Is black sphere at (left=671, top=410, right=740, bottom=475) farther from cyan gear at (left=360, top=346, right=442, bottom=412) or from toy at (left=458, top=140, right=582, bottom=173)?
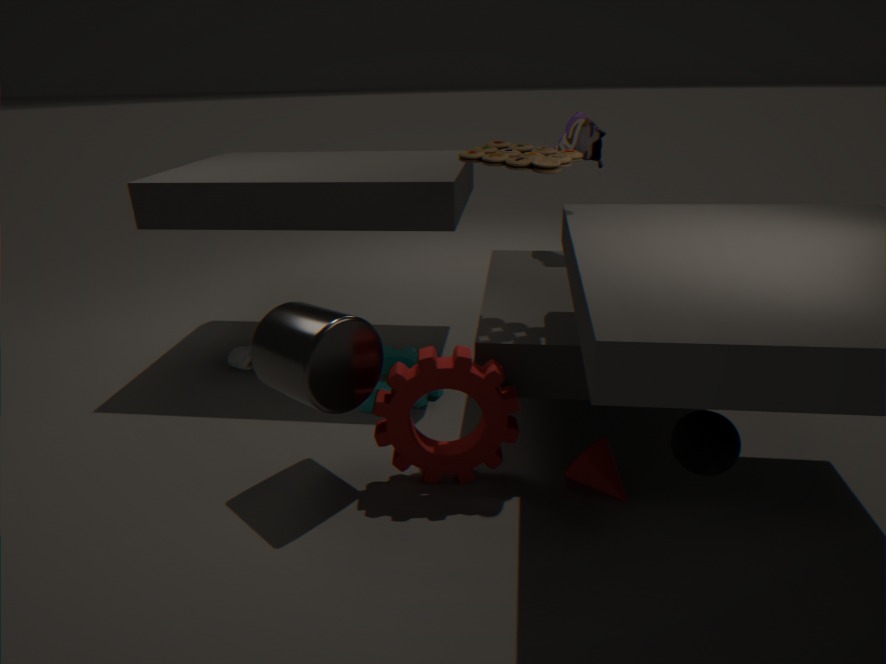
cyan gear at (left=360, top=346, right=442, bottom=412)
